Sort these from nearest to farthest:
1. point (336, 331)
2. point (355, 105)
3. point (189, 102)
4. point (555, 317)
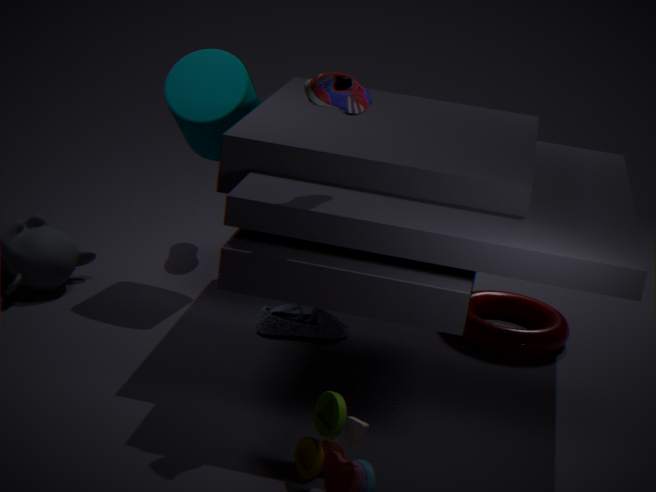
point (355, 105), point (189, 102), point (336, 331), point (555, 317)
